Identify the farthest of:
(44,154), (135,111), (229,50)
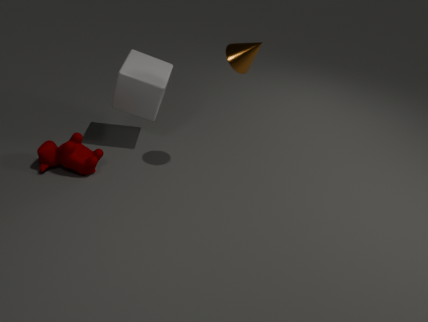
(135,111)
